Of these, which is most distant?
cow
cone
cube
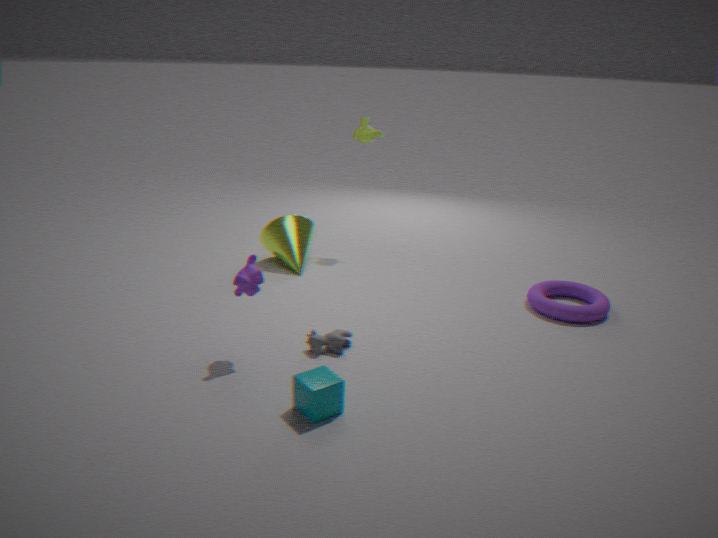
cone
